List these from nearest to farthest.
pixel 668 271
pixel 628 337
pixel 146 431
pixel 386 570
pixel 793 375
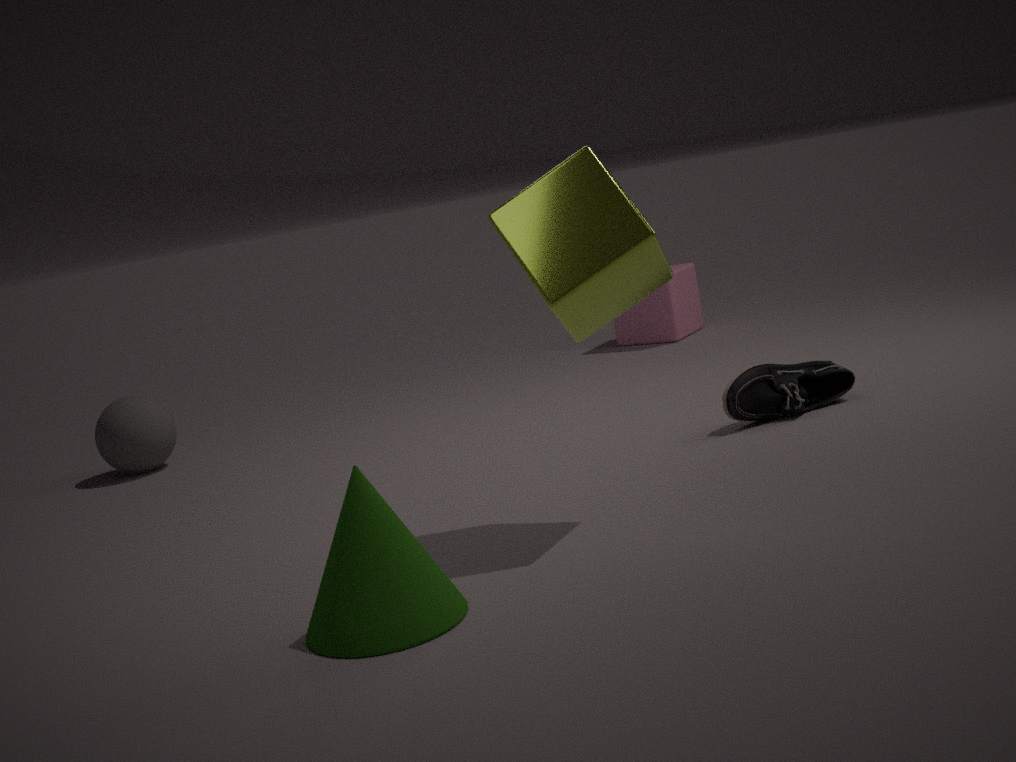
1. pixel 386 570
2. pixel 668 271
3. pixel 793 375
4. pixel 146 431
5. pixel 628 337
